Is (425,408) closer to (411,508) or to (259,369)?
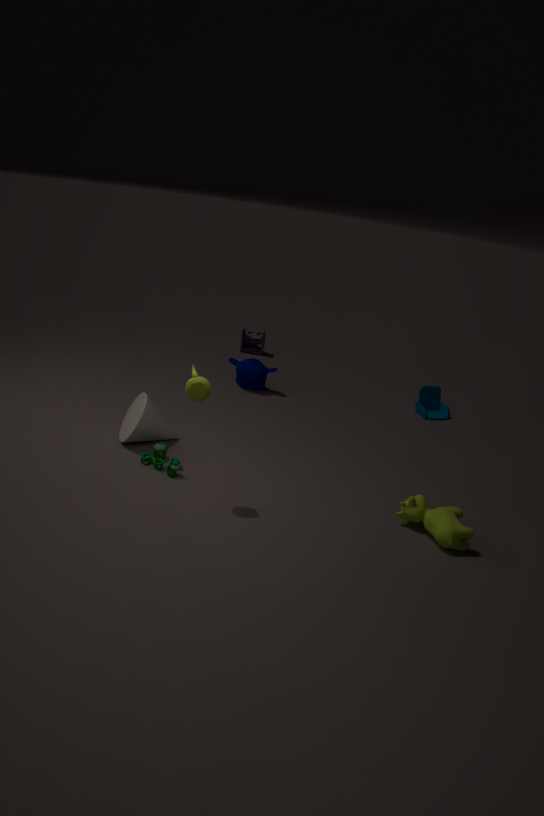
(259,369)
